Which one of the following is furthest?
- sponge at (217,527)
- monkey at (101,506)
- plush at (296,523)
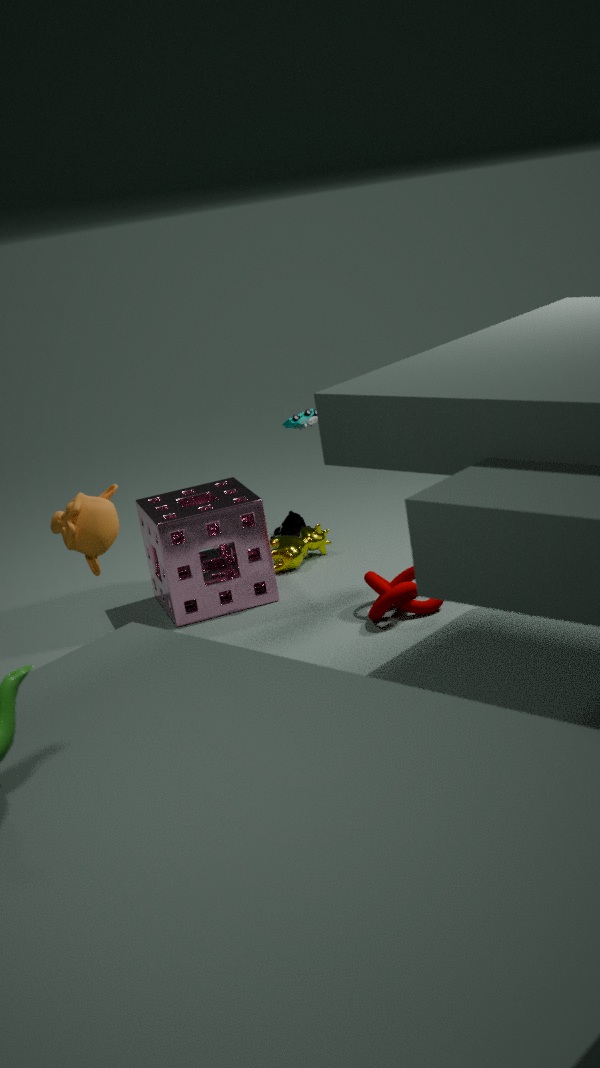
plush at (296,523)
